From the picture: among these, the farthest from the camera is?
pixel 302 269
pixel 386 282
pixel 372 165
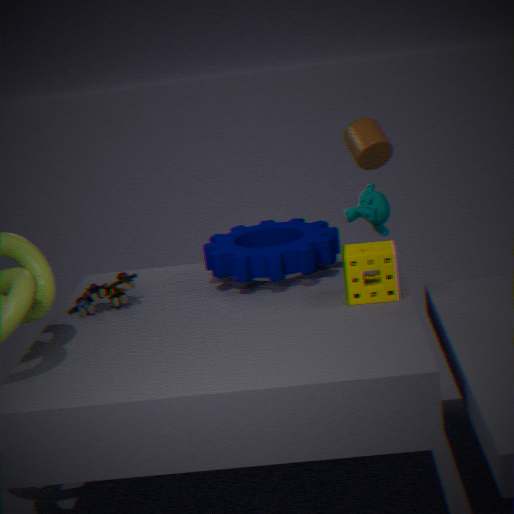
pixel 372 165
